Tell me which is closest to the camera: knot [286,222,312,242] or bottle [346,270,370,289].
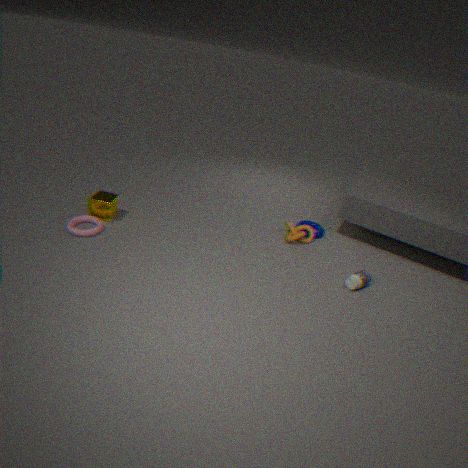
bottle [346,270,370,289]
